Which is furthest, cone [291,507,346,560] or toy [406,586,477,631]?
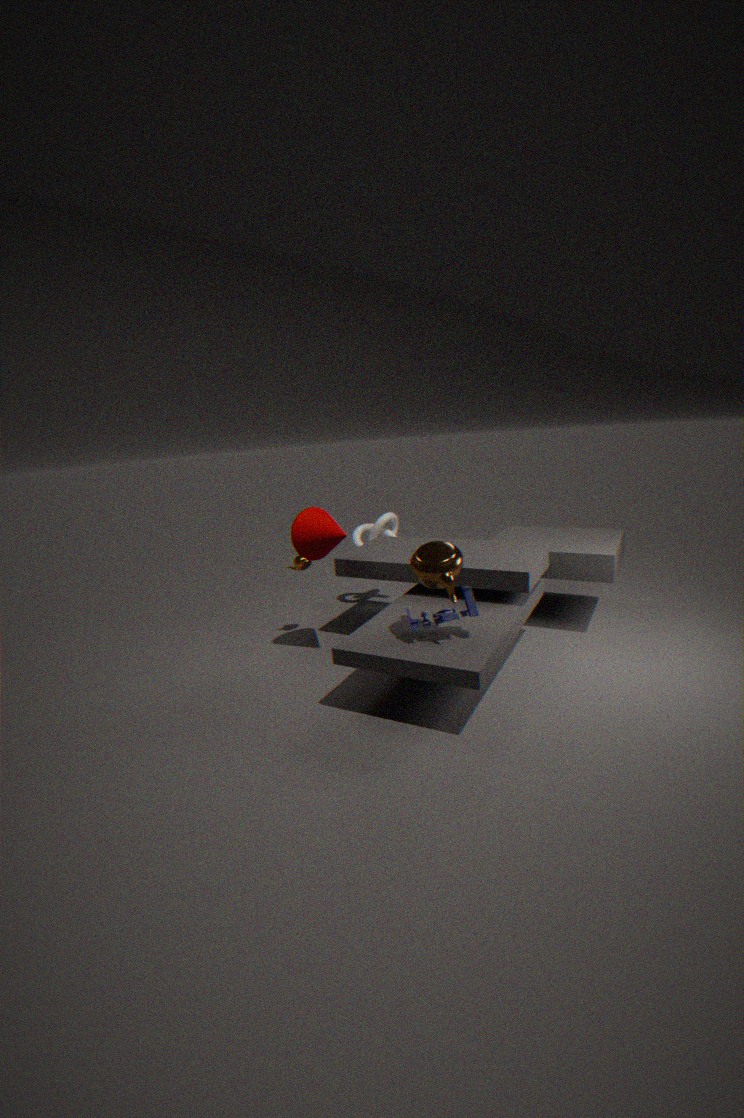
cone [291,507,346,560]
